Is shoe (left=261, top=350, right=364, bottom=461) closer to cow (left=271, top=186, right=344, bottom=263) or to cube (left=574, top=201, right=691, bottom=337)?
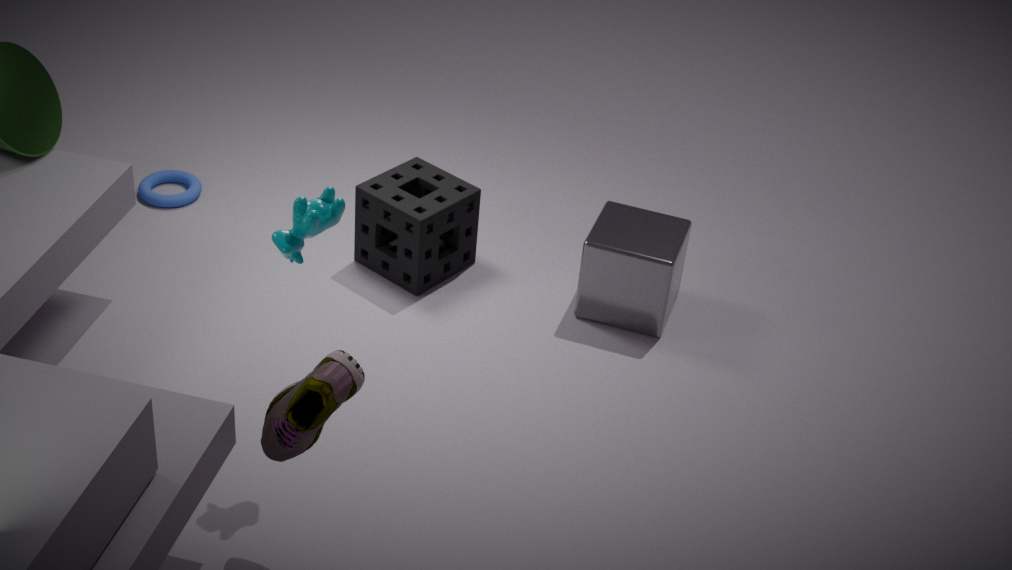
cow (left=271, top=186, right=344, bottom=263)
